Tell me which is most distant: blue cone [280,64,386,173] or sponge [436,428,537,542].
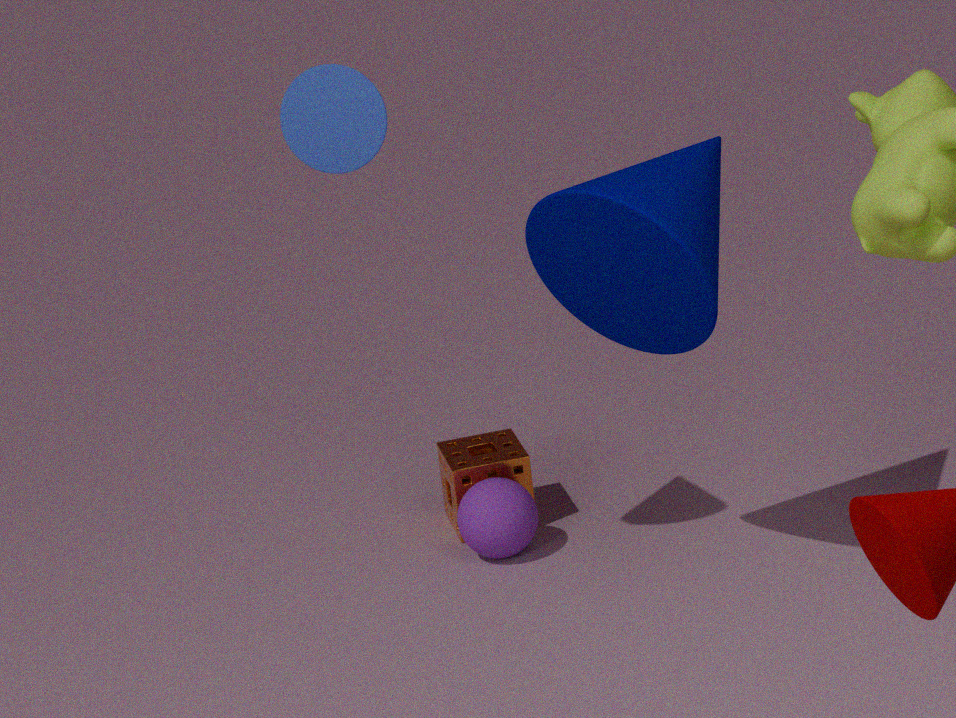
sponge [436,428,537,542]
